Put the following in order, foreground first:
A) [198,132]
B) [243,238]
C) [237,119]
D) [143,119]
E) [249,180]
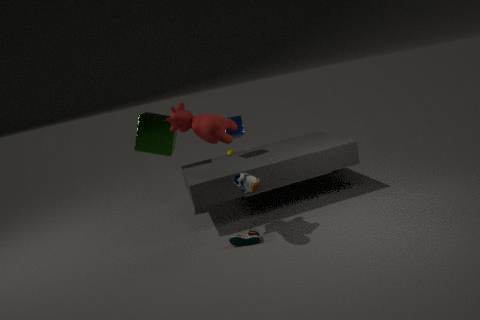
[249,180] → [198,132] → [243,238] → [143,119] → [237,119]
